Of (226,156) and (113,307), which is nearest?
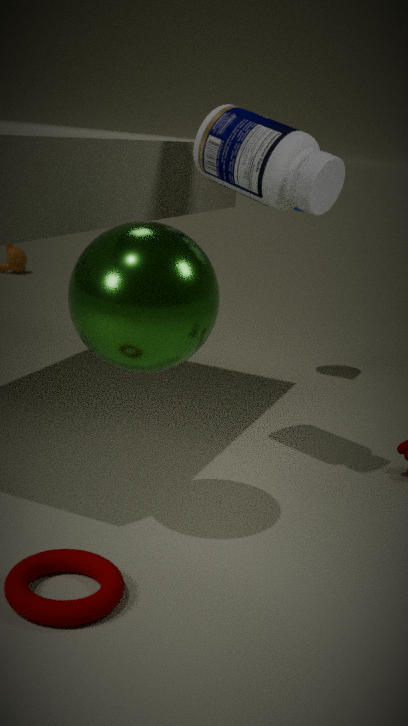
(113,307)
